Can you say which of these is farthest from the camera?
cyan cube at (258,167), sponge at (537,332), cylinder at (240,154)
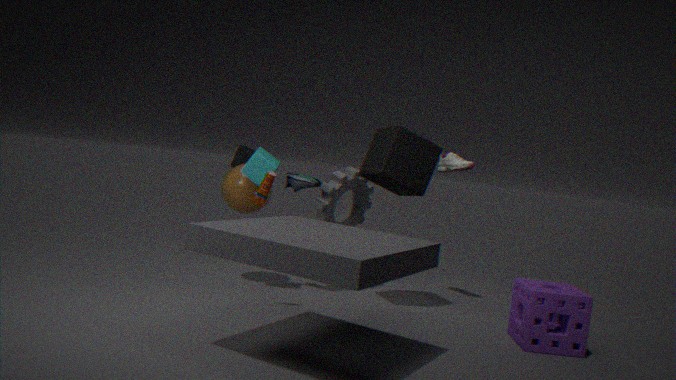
cylinder at (240,154)
